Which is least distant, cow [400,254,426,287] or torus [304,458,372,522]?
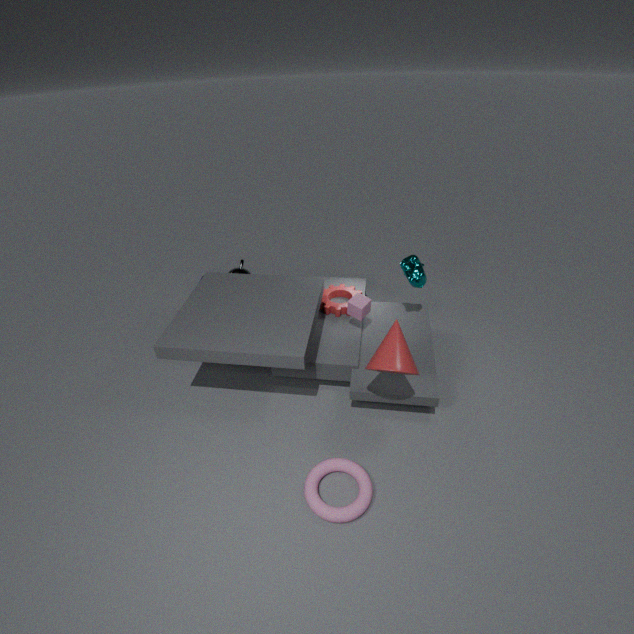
torus [304,458,372,522]
